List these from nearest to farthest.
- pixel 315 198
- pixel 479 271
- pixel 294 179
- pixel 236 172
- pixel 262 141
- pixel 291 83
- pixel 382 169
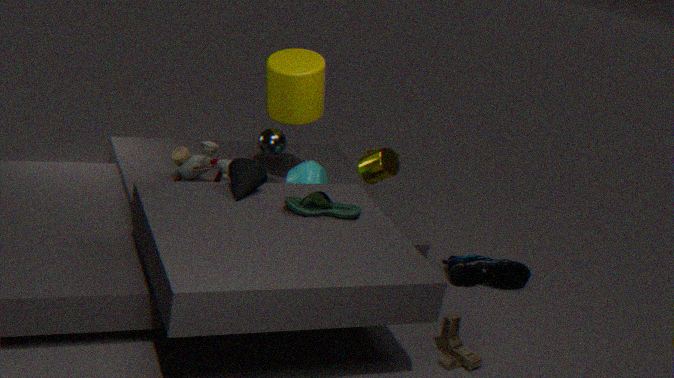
pixel 315 198
pixel 236 172
pixel 382 169
pixel 294 179
pixel 291 83
pixel 262 141
pixel 479 271
